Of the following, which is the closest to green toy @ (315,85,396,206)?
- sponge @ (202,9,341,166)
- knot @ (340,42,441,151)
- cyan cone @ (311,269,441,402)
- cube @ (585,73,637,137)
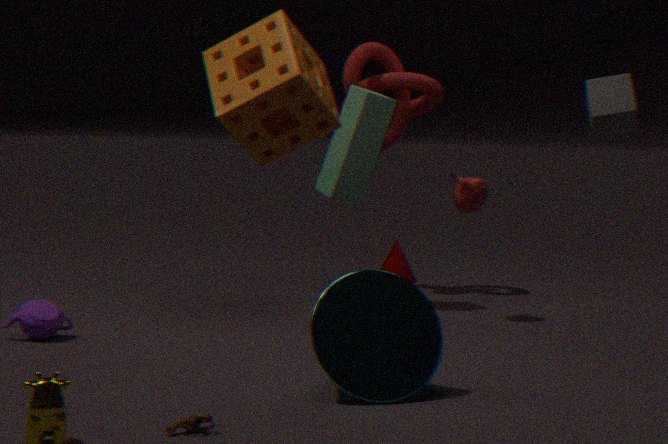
knot @ (340,42,441,151)
